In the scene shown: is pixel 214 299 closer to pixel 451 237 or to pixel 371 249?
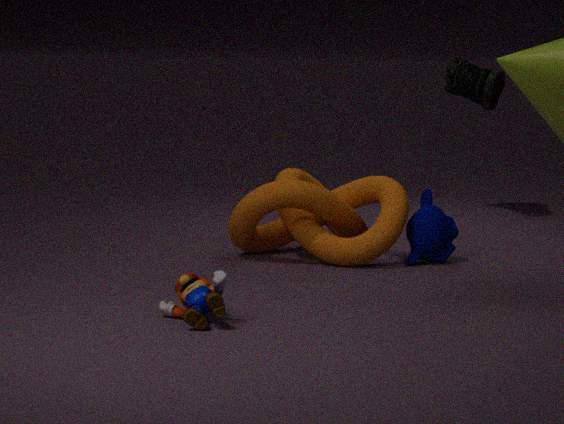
pixel 371 249
